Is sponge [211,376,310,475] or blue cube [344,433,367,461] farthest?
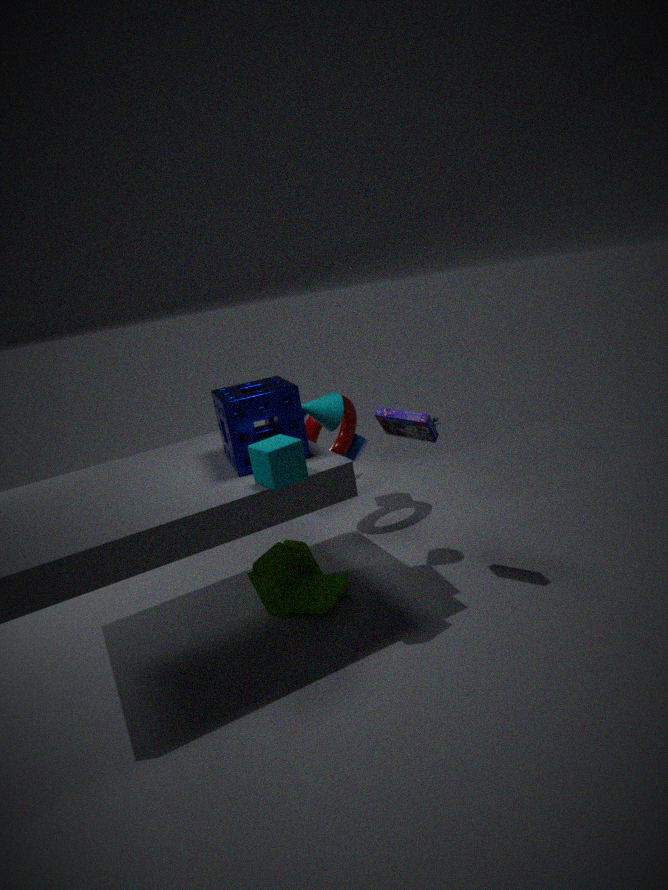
blue cube [344,433,367,461]
